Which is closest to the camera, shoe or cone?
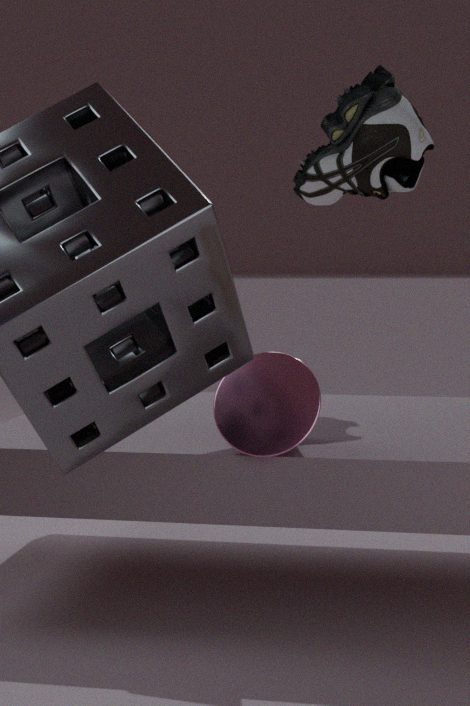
cone
